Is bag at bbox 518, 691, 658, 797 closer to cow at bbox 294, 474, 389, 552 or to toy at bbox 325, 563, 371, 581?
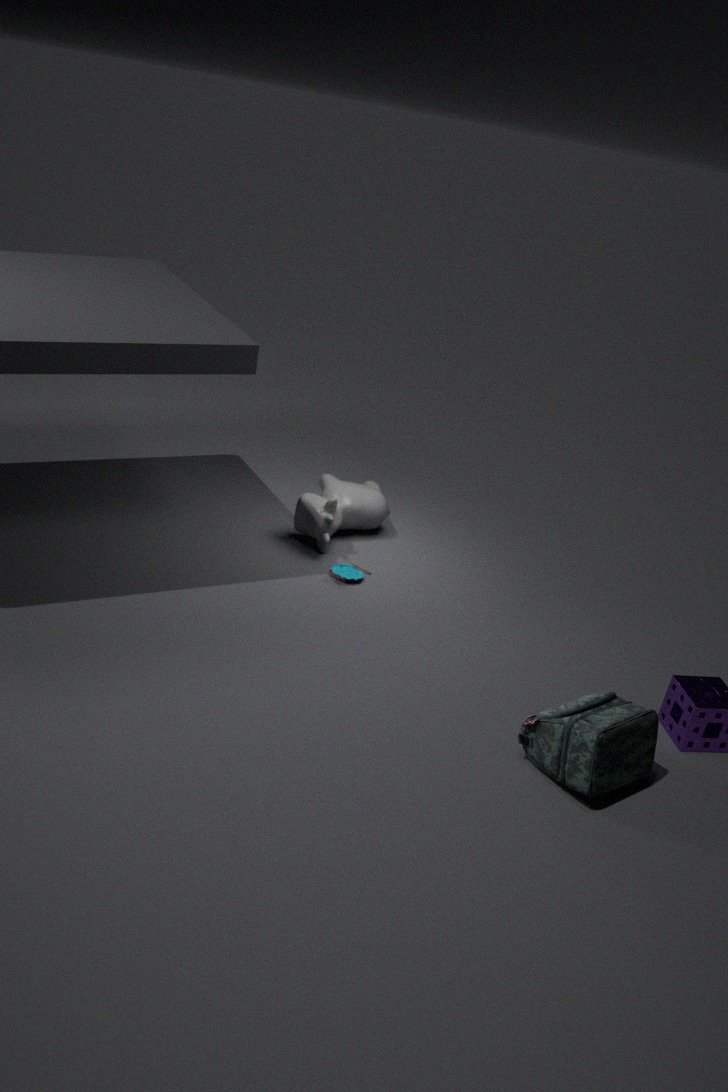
toy at bbox 325, 563, 371, 581
